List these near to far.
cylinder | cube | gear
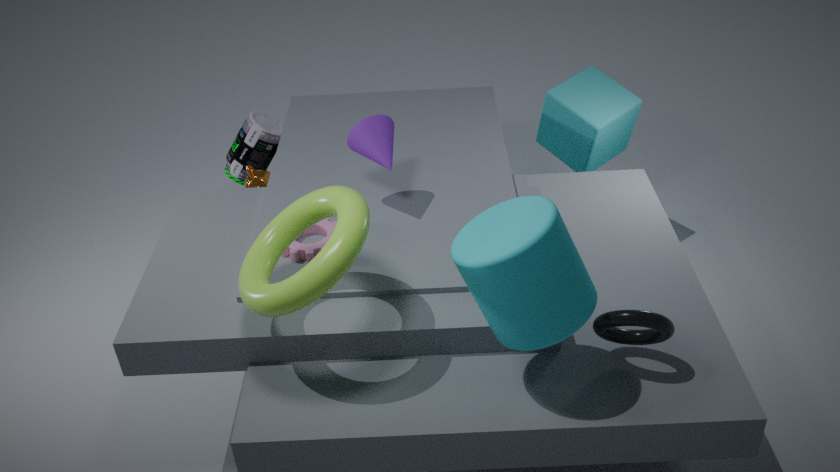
1. cylinder
2. gear
3. cube
